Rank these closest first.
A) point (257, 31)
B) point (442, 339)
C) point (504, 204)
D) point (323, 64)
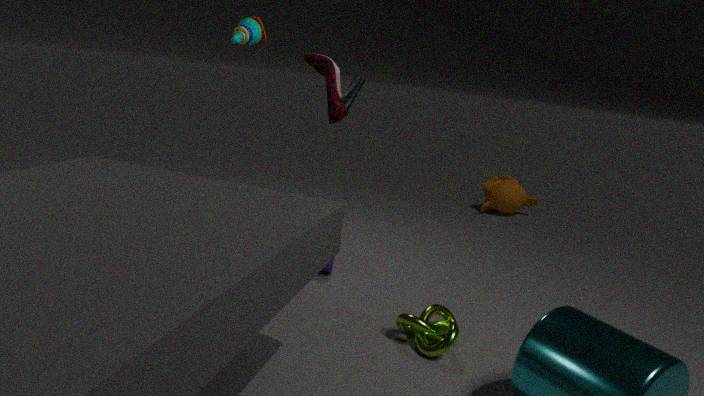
point (442, 339)
point (323, 64)
point (257, 31)
point (504, 204)
